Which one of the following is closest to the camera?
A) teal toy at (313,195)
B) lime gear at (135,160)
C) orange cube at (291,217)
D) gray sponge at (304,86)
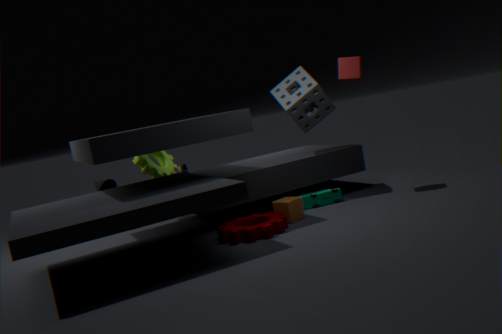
orange cube at (291,217)
